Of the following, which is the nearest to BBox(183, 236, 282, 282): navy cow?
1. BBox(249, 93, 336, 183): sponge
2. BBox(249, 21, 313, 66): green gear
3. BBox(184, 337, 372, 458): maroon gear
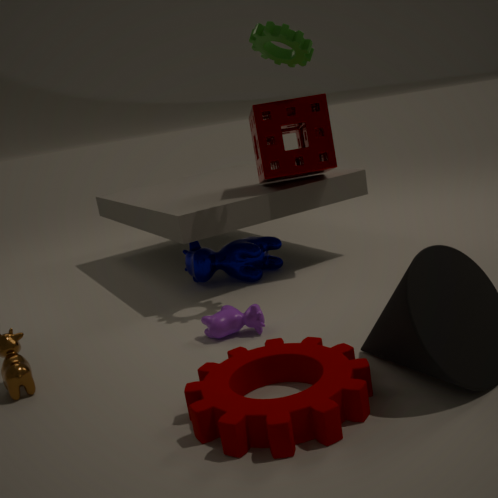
BBox(249, 93, 336, 183): sponge
